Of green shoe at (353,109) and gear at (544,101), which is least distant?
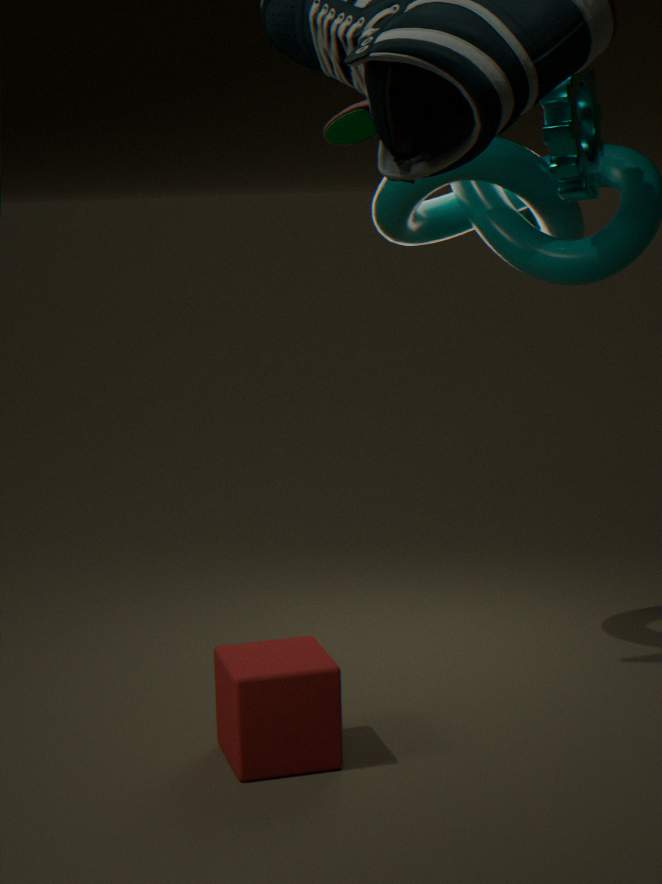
gear at (544,101)
